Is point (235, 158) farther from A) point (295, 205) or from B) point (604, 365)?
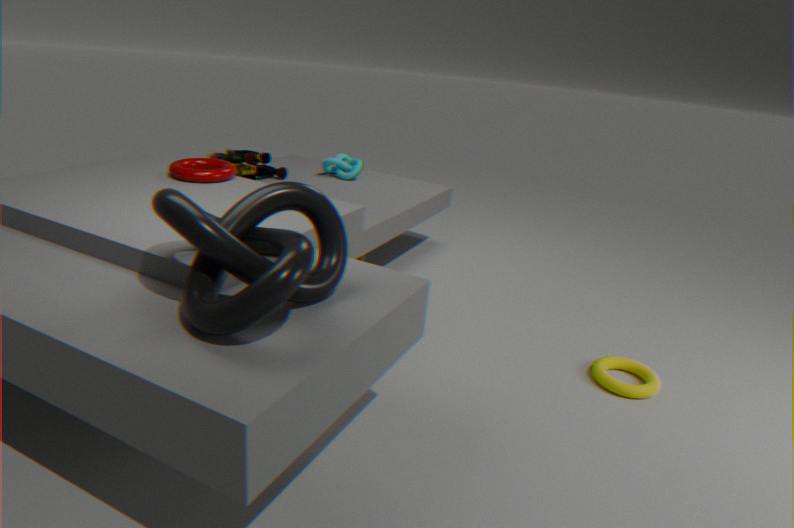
B) point (604, 365)
